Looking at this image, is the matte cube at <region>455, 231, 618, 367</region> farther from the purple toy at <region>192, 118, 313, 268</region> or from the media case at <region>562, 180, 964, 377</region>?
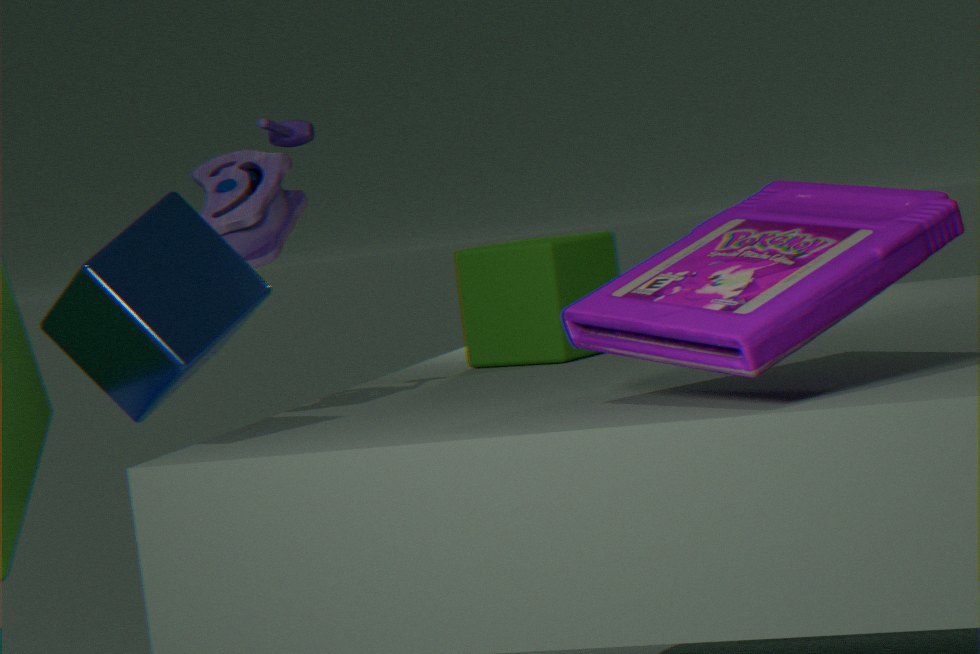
the media case at <region>562, 180, 964, 377</region>
